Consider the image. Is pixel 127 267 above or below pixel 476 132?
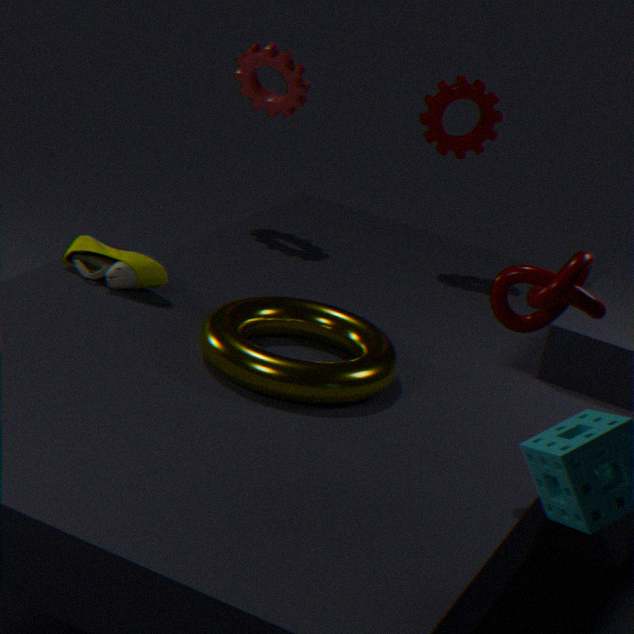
below
